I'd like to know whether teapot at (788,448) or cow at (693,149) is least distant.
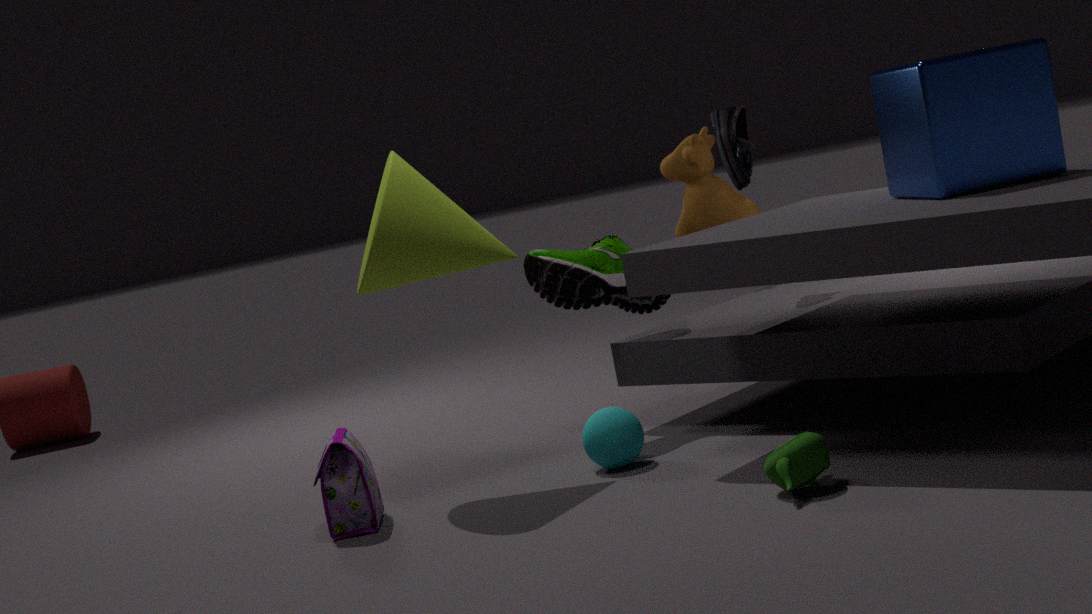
teapot at (788,448)
